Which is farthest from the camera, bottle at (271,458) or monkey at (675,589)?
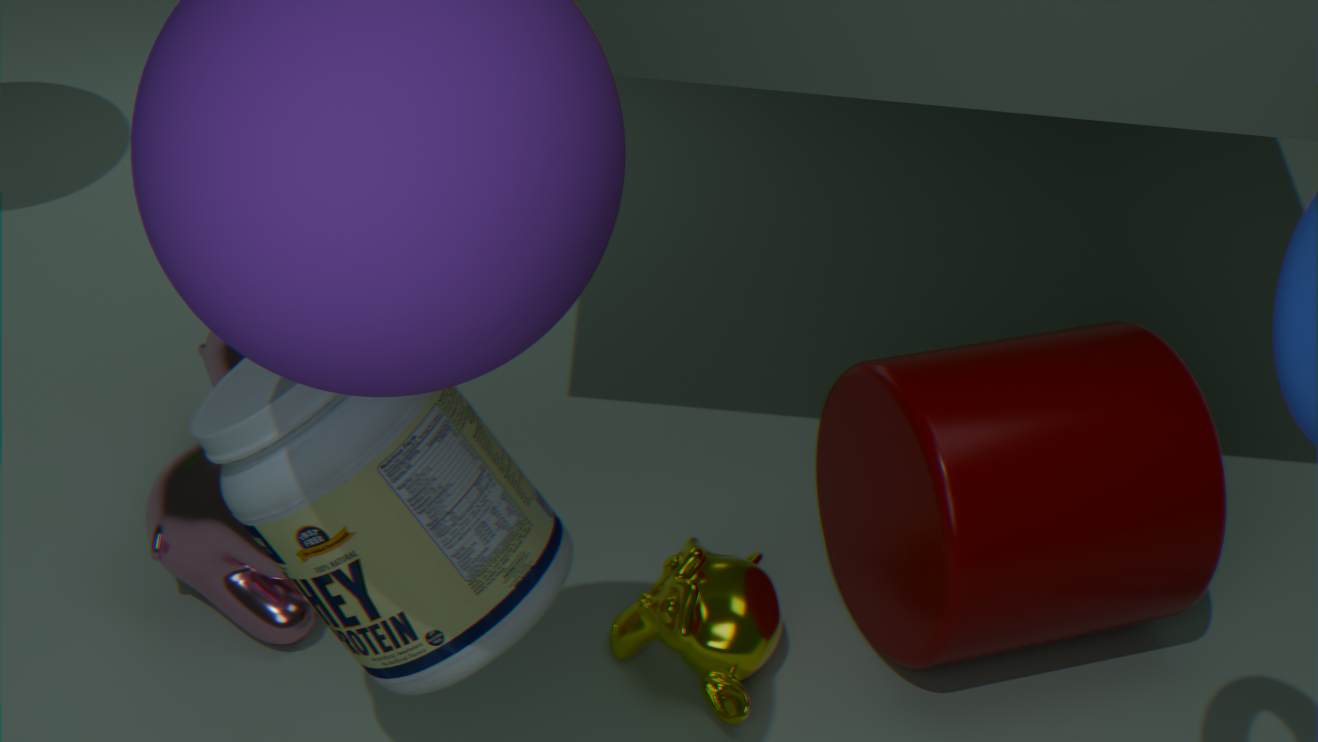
monkey at (675,589)
